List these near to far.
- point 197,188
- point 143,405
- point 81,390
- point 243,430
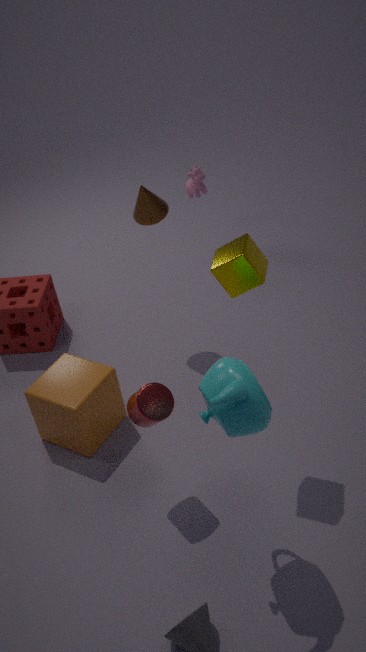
point 243,430, point 143,405, point 81,390, point 197,188
